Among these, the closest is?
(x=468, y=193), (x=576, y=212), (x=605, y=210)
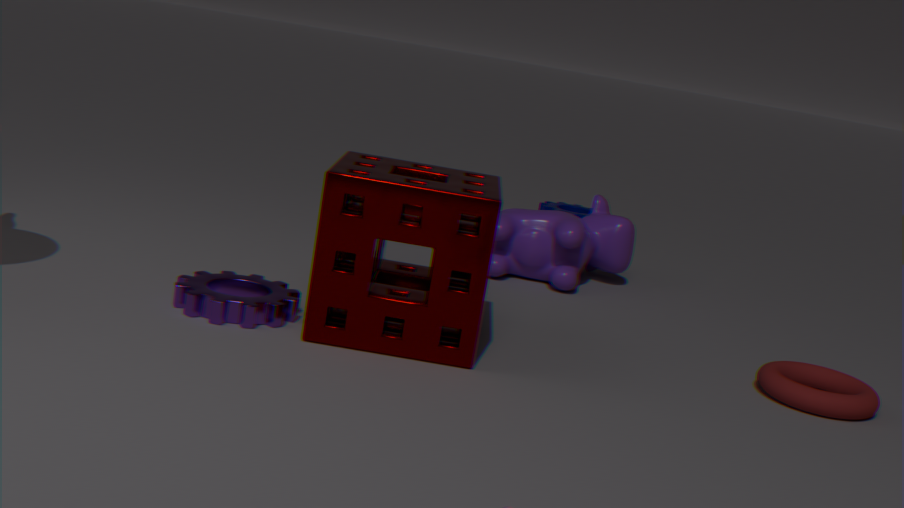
(x=468, y=193)
